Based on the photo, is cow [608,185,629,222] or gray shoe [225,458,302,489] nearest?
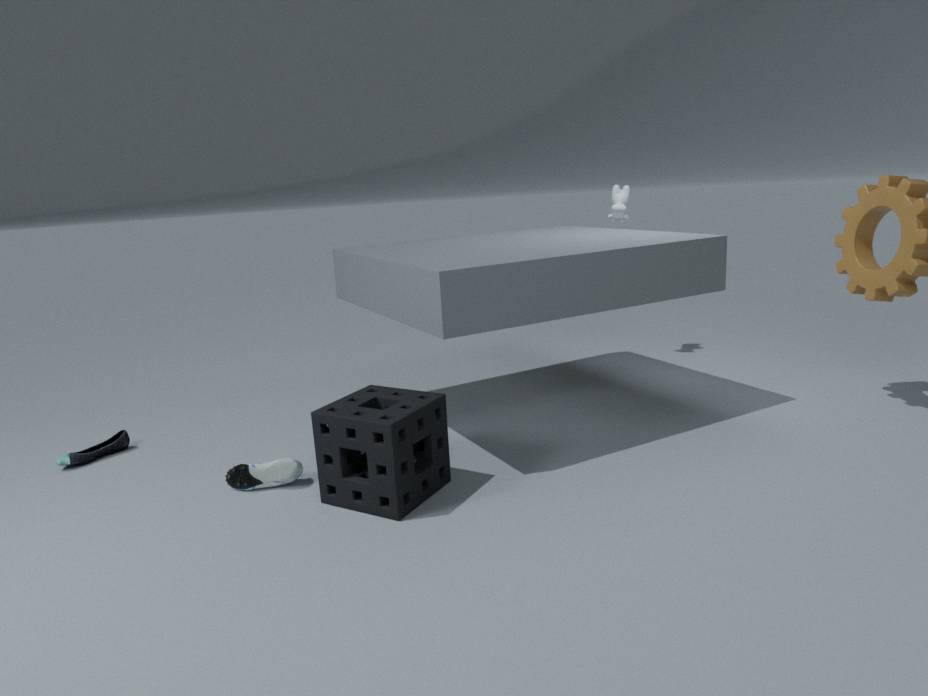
gray shoe [225,458,302,489]
